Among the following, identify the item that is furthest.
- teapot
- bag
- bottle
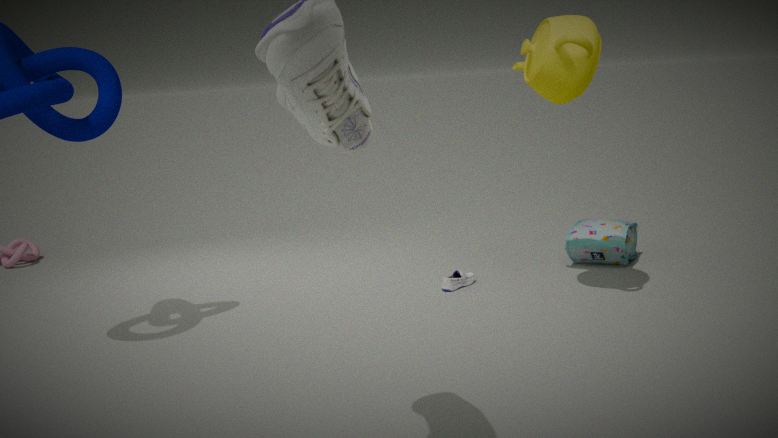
bag
